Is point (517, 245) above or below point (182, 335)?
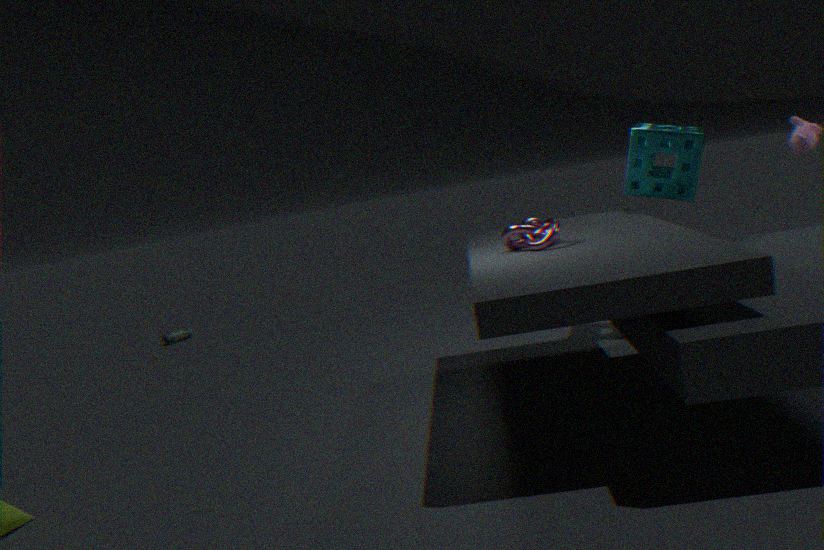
above
